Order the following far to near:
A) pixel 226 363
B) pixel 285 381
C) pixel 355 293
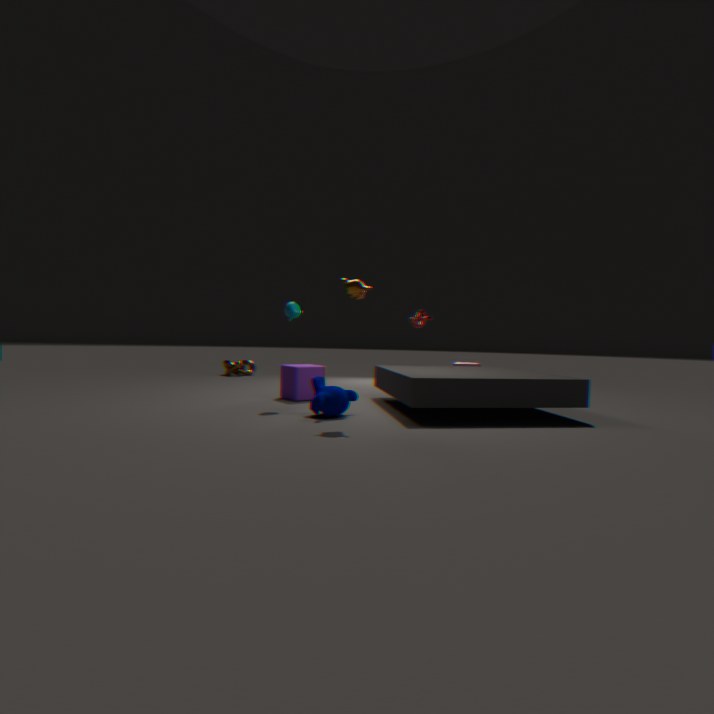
pixel 226 363 < pixel 285 381 < pixel 355 293
